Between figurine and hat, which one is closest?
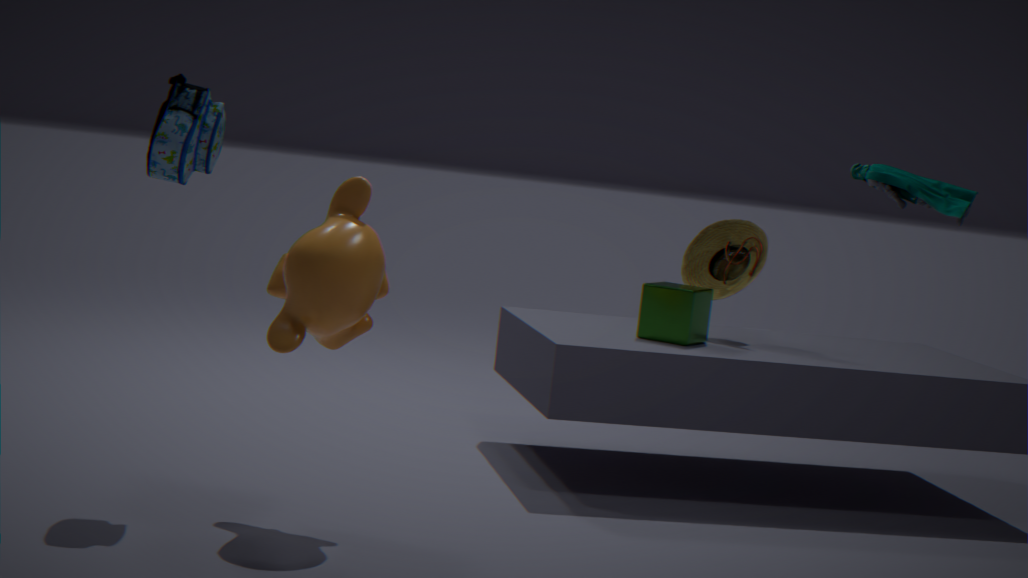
figurine
